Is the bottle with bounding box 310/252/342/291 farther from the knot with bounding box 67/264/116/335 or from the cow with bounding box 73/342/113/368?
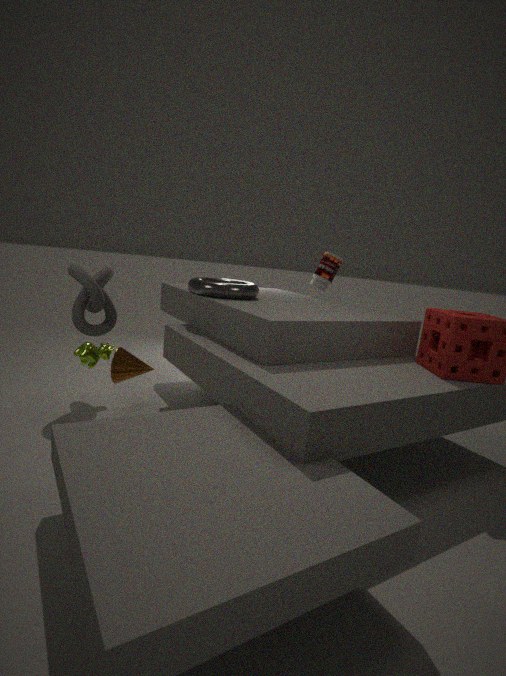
the cow with bounding box 73/342/113/368
